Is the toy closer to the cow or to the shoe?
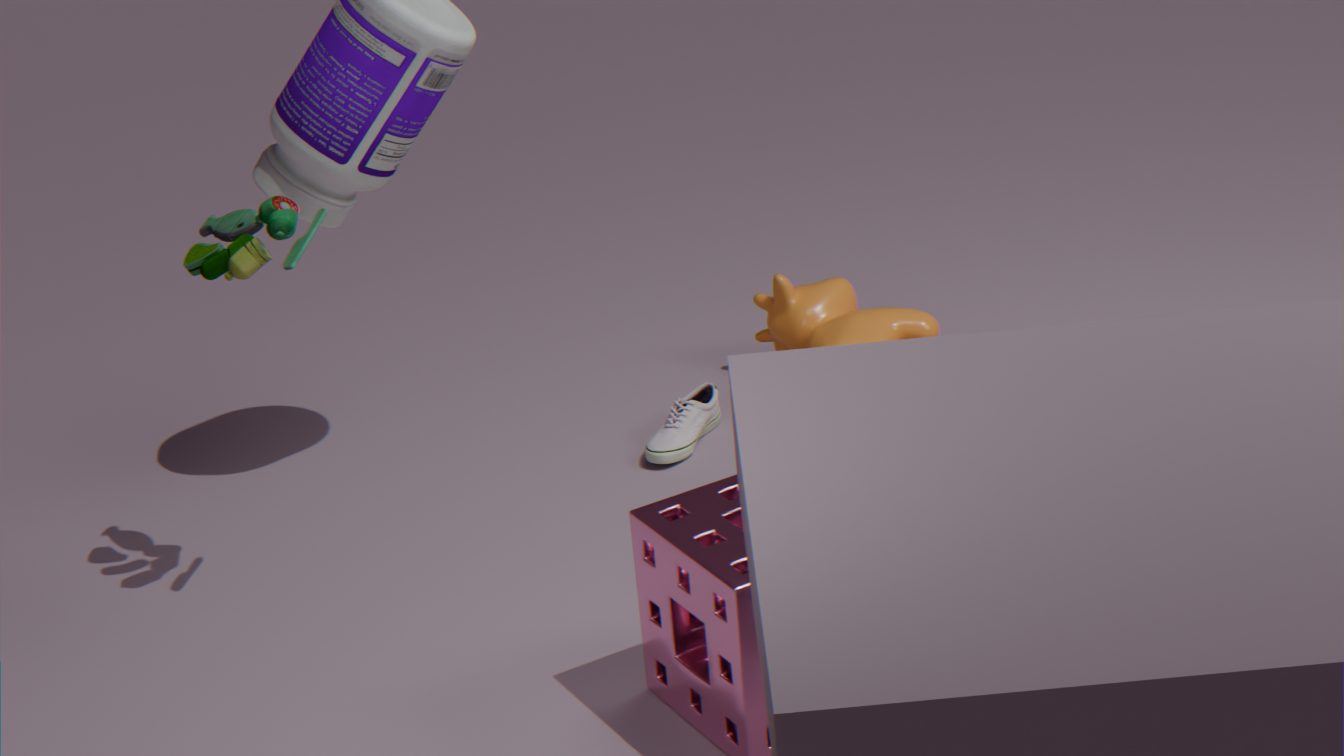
the shoe
